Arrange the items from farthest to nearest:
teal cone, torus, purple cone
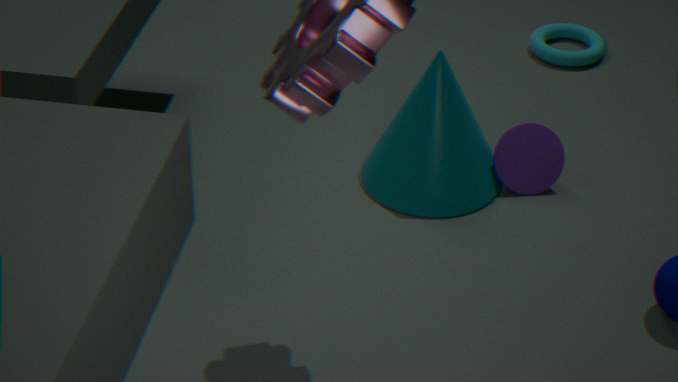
torus
purple cone
teal cone
